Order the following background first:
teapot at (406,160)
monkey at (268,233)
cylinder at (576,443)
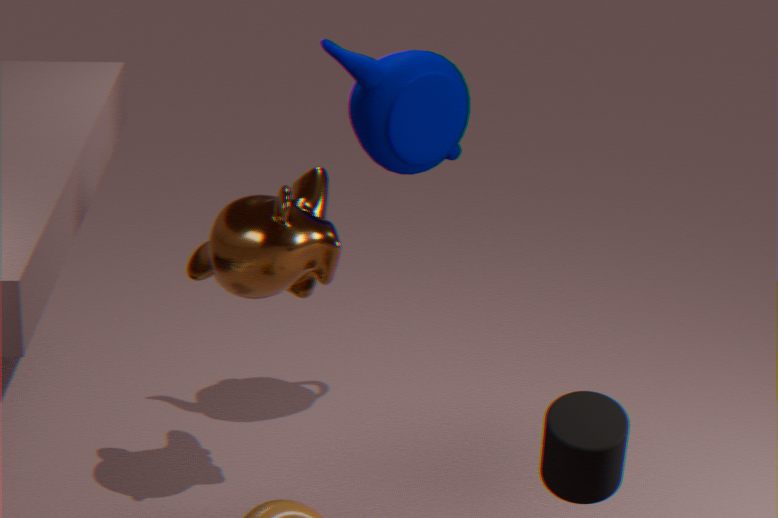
teapot at (406,160) < monkey at (268,233) < cylinder at (576,443)
